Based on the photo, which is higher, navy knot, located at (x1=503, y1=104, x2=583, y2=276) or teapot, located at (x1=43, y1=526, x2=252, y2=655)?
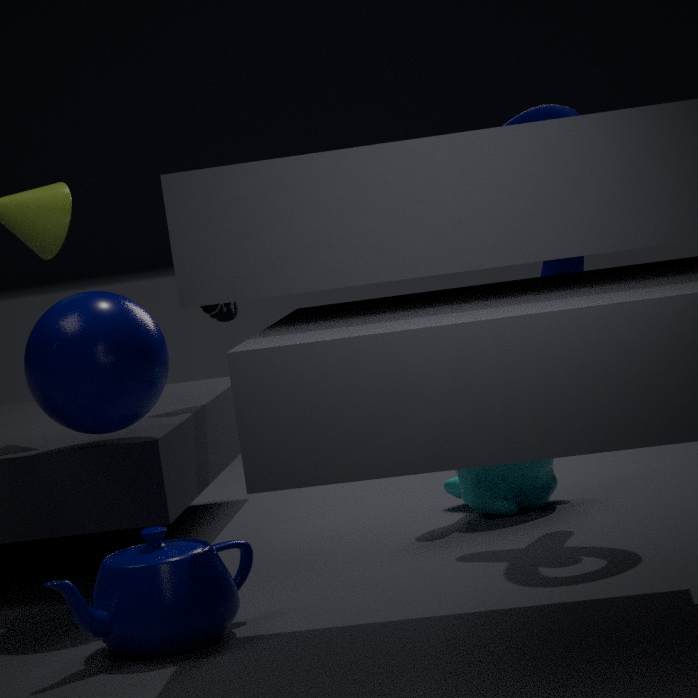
navy knot, located at (x1=503, y1=104, x2=583, y2=276)
